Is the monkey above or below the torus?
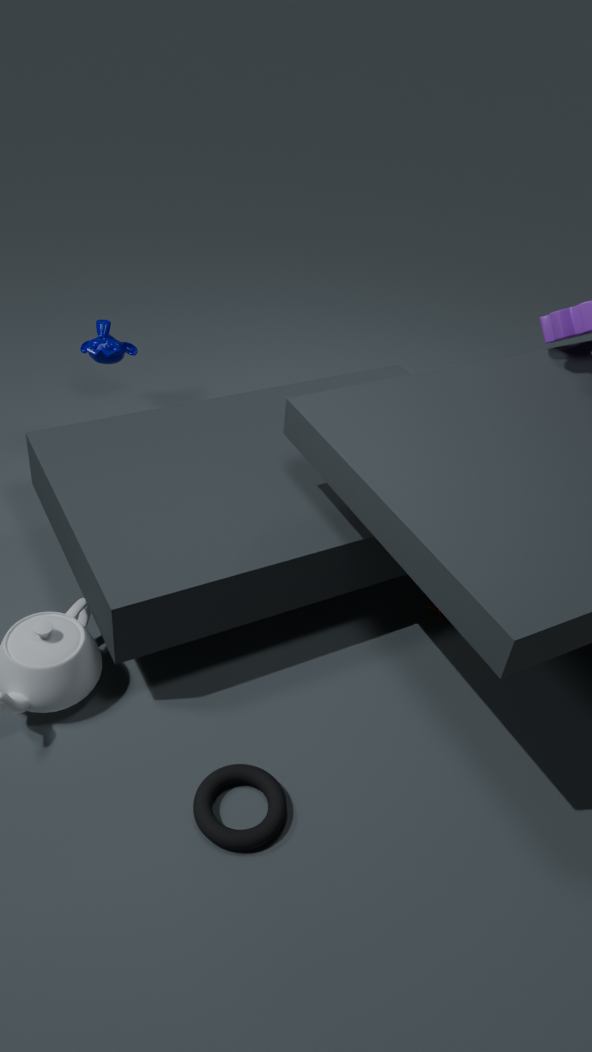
above
